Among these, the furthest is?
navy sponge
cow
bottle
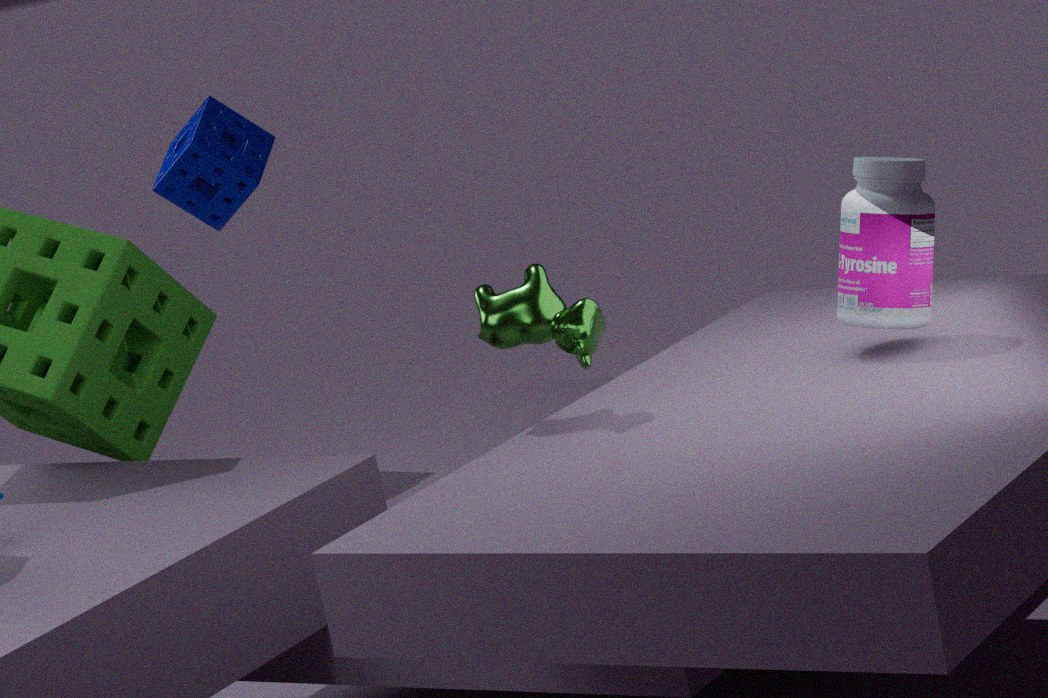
→ navy sponge
